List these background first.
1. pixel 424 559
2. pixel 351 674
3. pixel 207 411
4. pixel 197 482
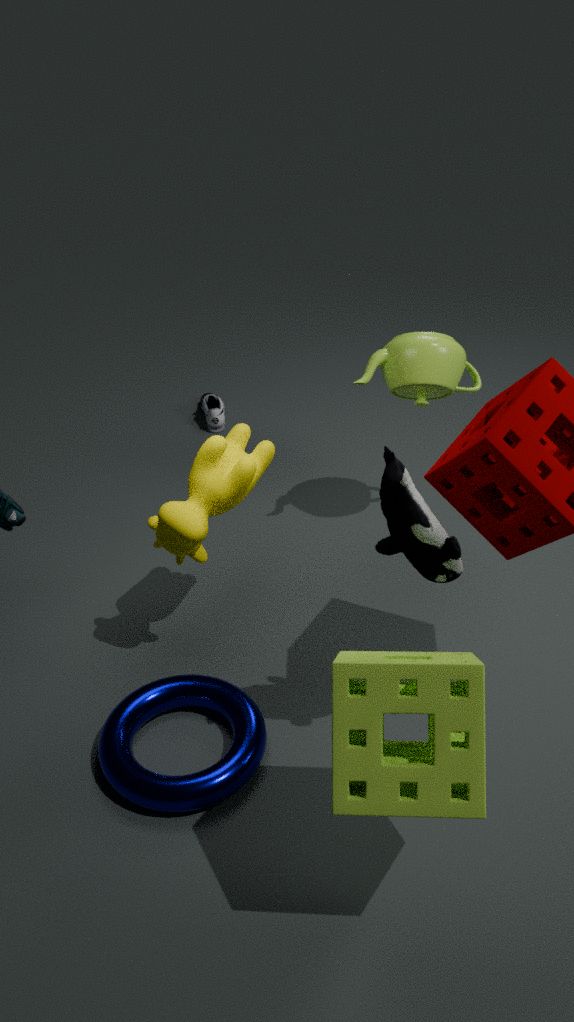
pixel 207 411
pixel 197 482
pixel 424 559
pixel 351 674
